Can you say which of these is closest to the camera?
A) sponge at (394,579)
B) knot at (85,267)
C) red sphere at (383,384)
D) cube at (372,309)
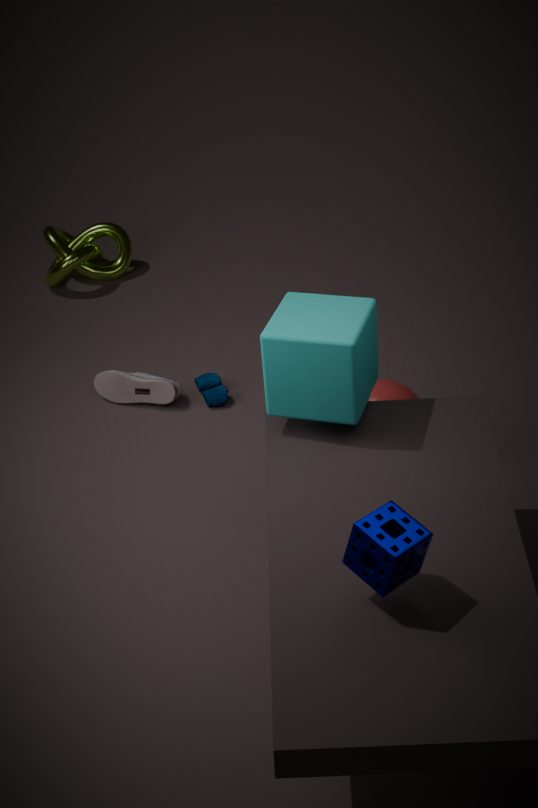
sponge at (394,579)
